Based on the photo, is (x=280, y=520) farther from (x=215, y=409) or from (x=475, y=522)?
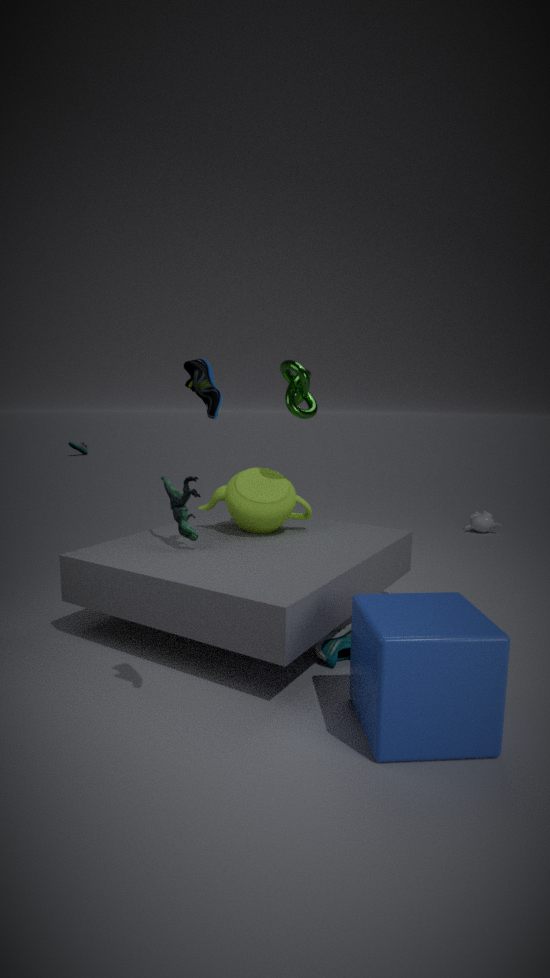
(x=475, y=522)
